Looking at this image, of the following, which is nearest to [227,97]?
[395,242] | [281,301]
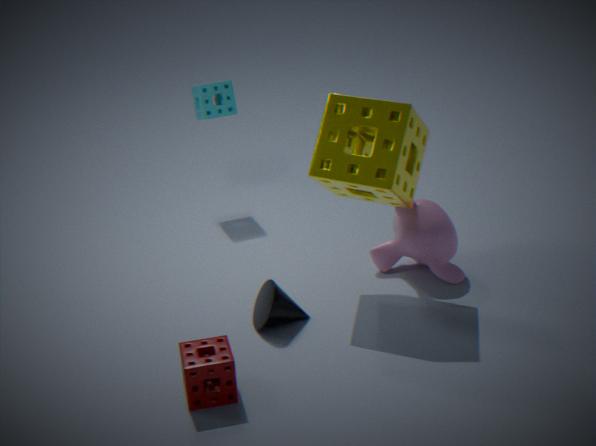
[395,242]
